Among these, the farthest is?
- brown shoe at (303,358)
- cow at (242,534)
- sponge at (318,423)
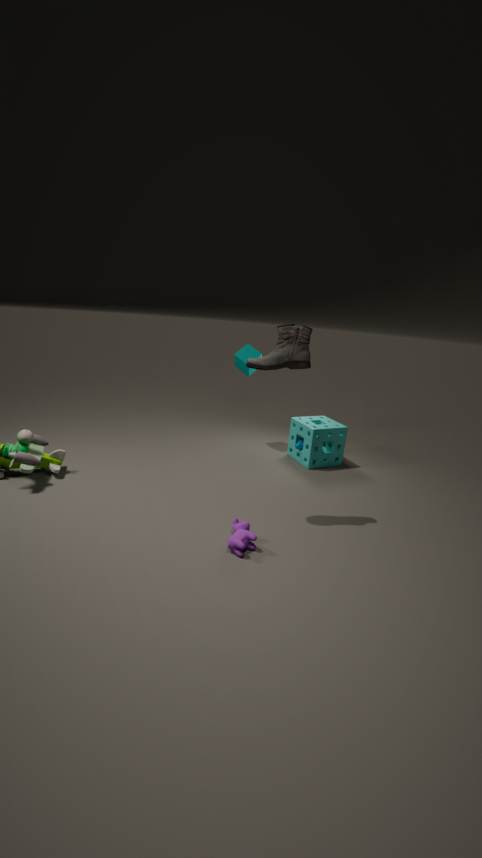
sponge at (318,423)
